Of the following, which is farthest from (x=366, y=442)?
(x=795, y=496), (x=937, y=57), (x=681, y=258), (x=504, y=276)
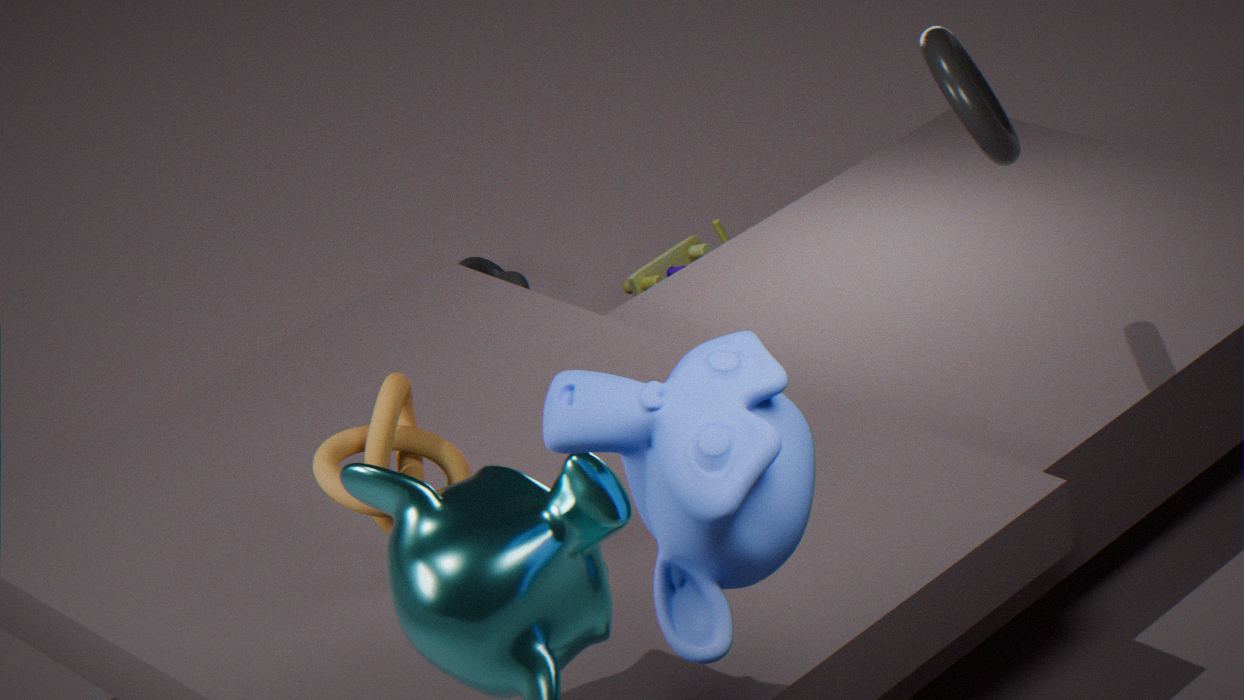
(x=504, y=276)
